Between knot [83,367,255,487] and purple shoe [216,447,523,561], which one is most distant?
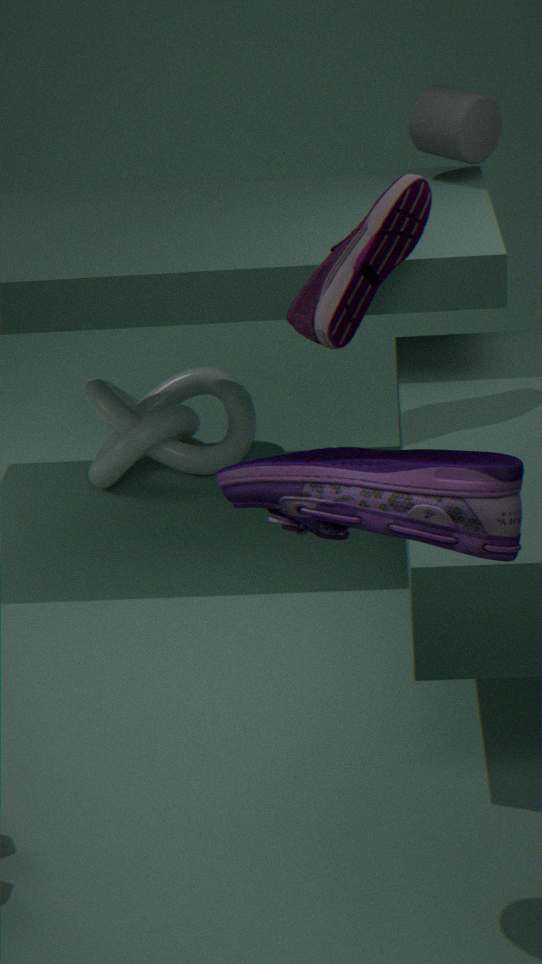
knot [83,367,255,487]
